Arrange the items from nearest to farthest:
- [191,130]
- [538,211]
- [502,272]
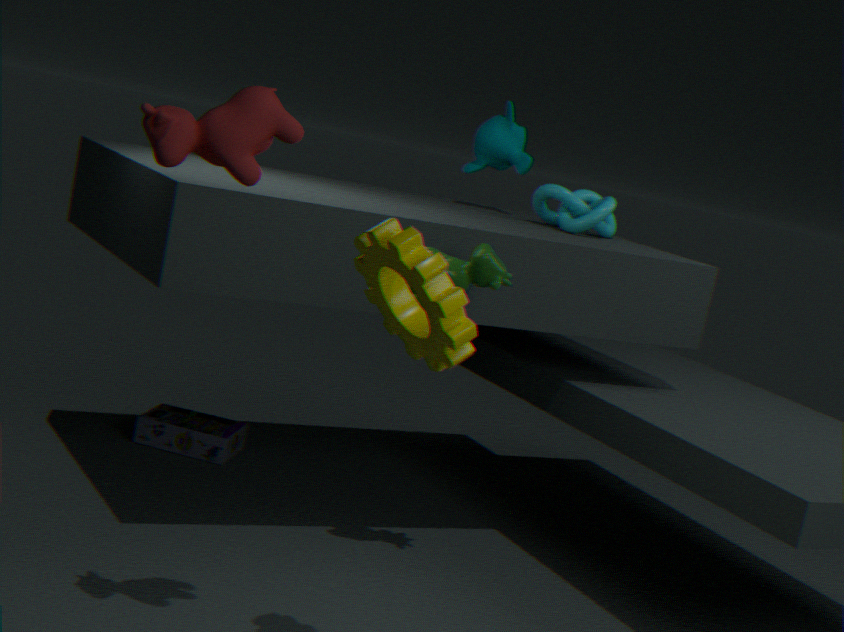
[191,130], [502,272], [538,211]
